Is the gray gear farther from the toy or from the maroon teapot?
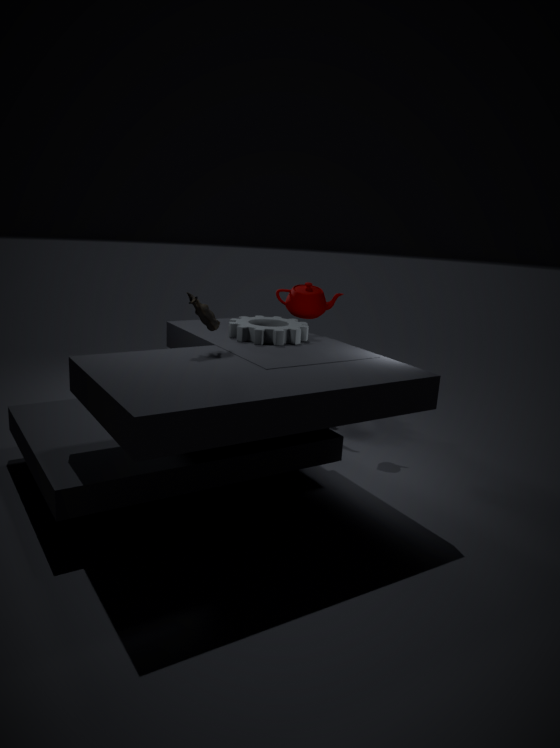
the maroon teapot
